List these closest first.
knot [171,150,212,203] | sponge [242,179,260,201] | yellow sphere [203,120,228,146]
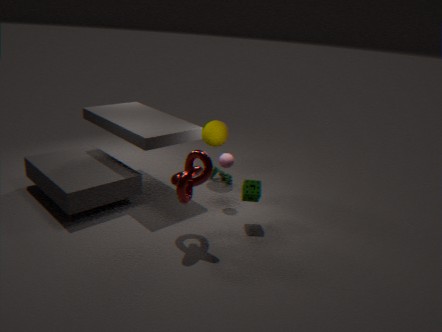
knot [171,150,212,203] → sponge [242,179,260,201] → yellow sphere [203,120,228,146]
